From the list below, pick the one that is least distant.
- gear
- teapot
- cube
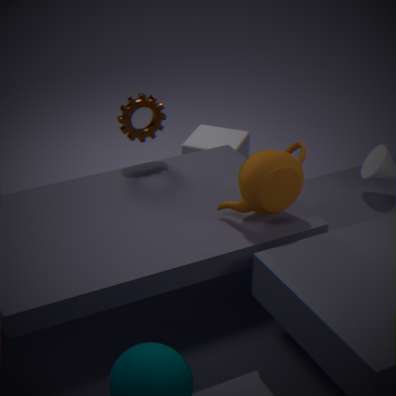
teapot
